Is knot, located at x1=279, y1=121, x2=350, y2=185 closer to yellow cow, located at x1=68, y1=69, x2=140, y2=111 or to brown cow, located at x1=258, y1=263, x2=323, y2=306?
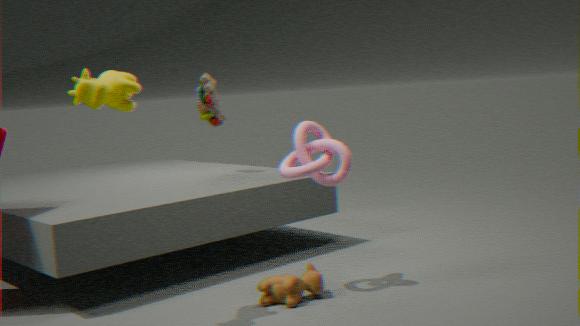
brown cow, located at x1=258, y1=263, x2=323, y2=306
